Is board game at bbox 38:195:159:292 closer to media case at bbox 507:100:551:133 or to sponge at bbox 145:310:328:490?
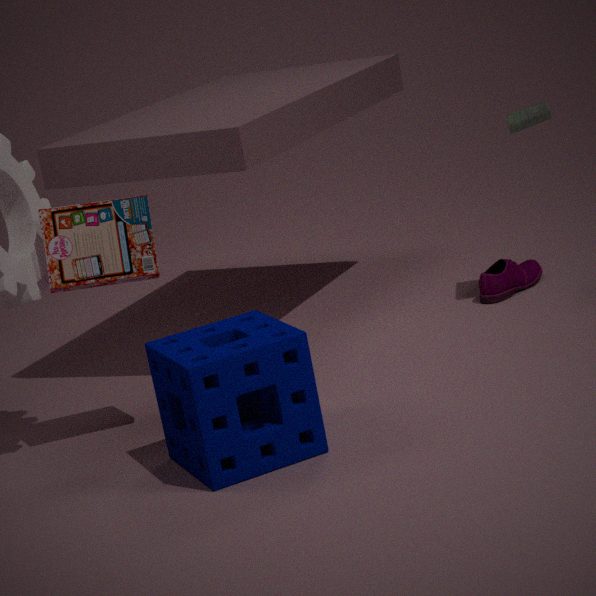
sponge at bbox 145:310:328:490
